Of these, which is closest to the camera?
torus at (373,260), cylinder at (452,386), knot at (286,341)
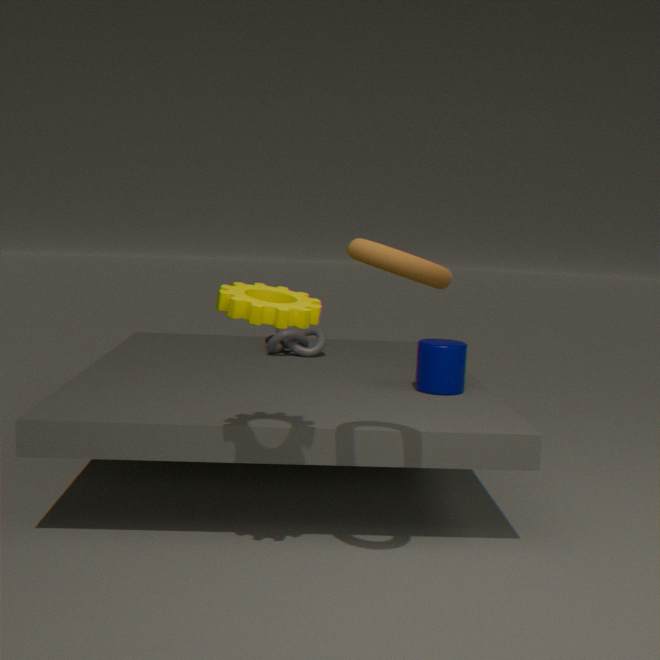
torus at (373,260)
